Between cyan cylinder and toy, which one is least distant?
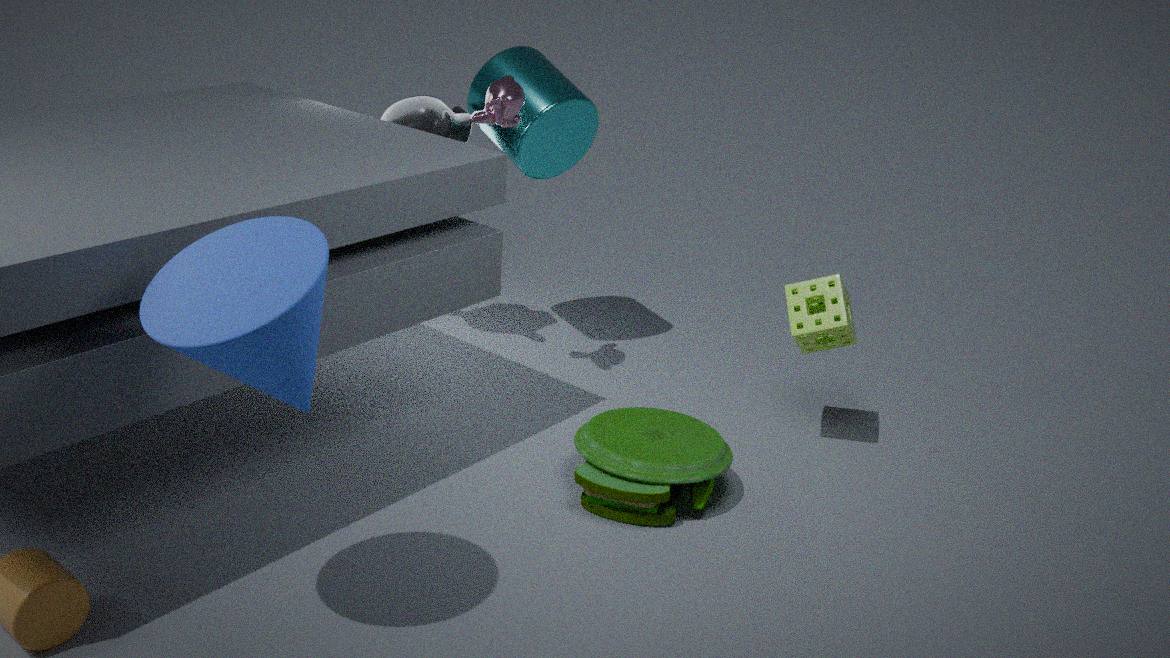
toy
